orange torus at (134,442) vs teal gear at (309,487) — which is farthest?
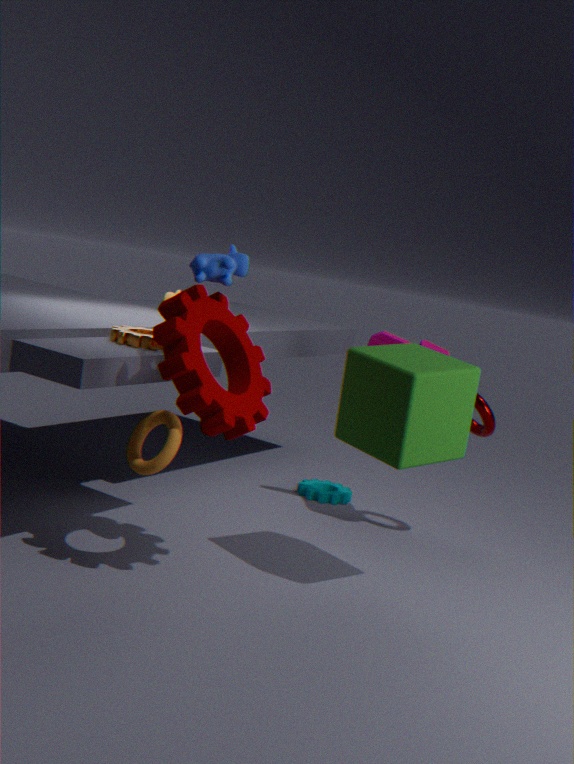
teal gear at (309,487)
